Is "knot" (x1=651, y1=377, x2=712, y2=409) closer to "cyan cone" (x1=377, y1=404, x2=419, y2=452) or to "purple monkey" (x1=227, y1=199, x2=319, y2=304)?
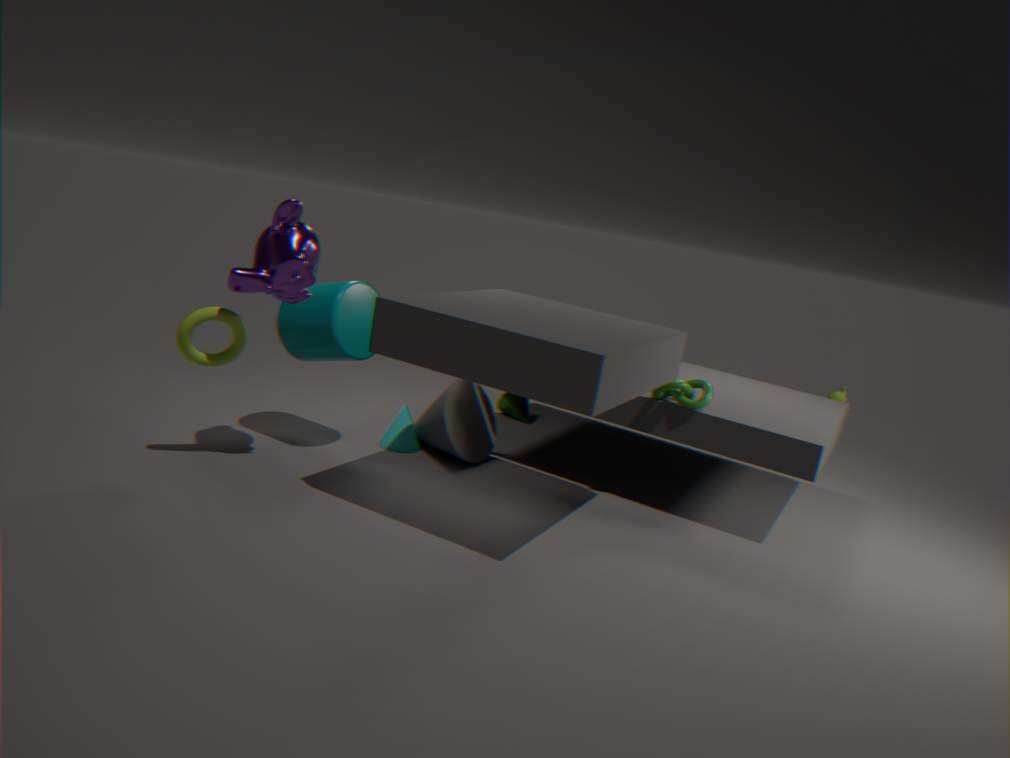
"cyan cone" (x1=377, y1=404, x2=419, y2=452)
